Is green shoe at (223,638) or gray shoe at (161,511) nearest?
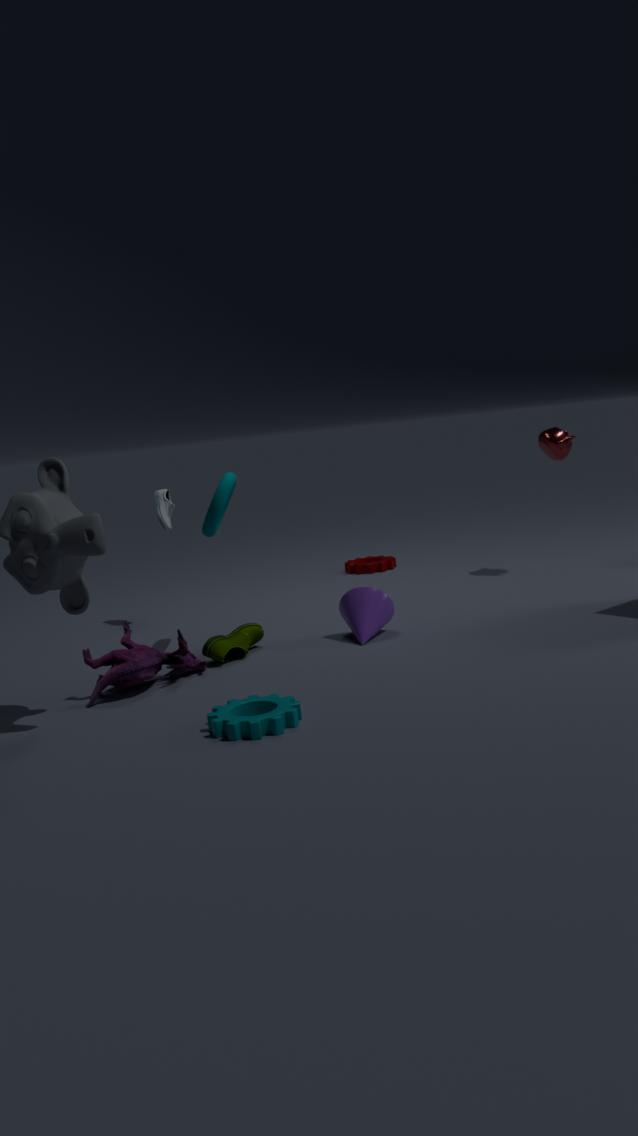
green shoe at (223,638)
